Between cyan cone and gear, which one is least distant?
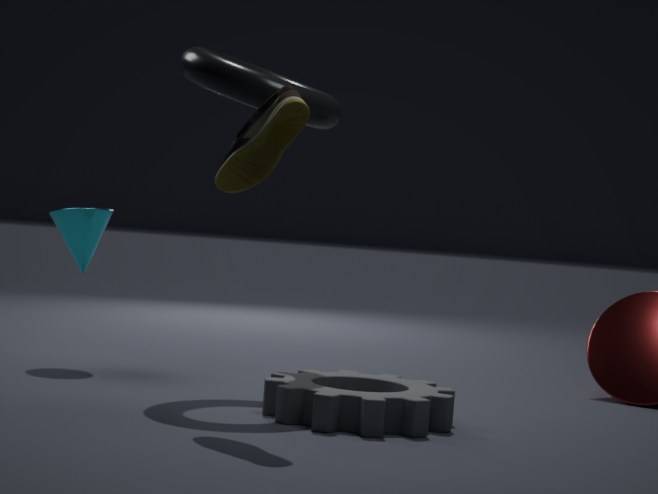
gear
